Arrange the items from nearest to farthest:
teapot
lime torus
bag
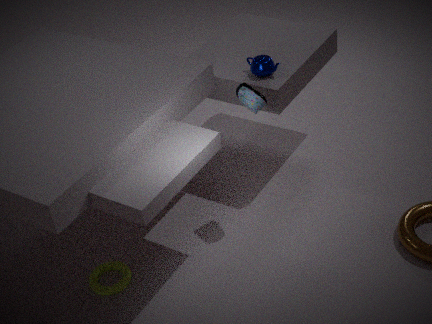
bag → lime torus → teapot
